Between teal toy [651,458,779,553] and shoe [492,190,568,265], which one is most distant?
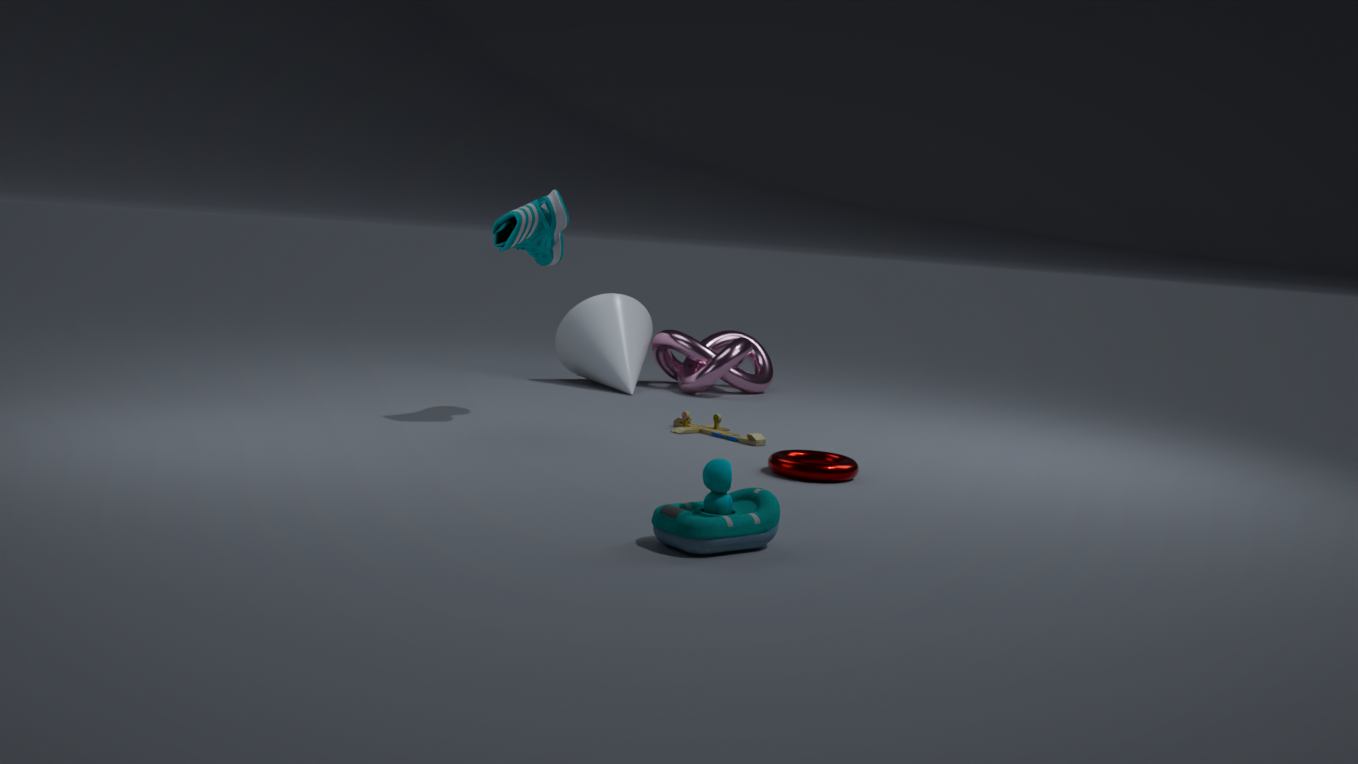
shoe [492,190,568,265]
